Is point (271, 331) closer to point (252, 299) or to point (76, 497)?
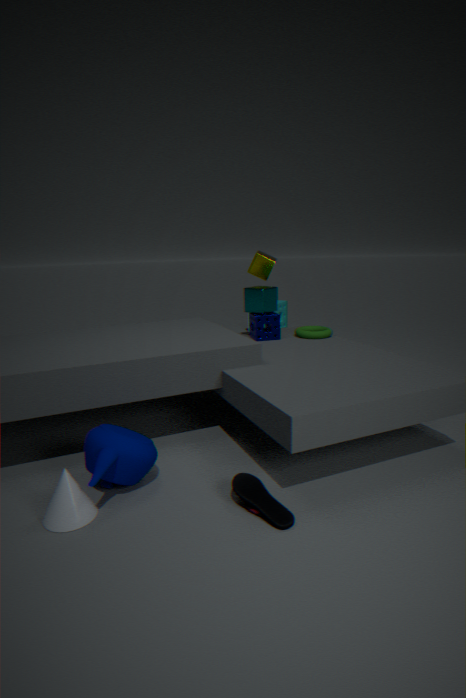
point (252, 299)
